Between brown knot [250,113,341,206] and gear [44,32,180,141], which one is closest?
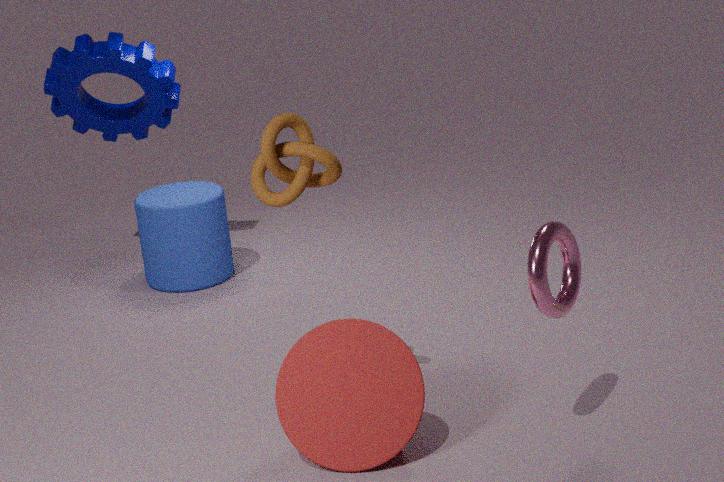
brown knot [250,113,341,206]
